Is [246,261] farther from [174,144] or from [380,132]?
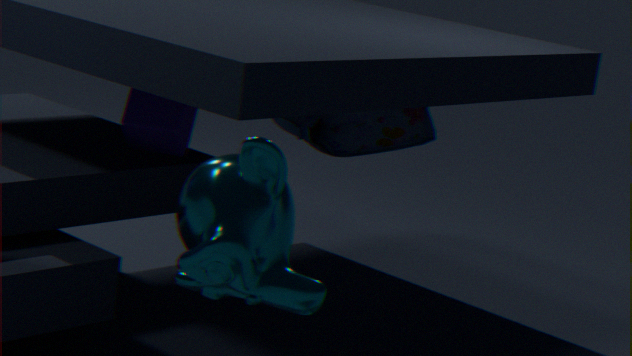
[380,132]
